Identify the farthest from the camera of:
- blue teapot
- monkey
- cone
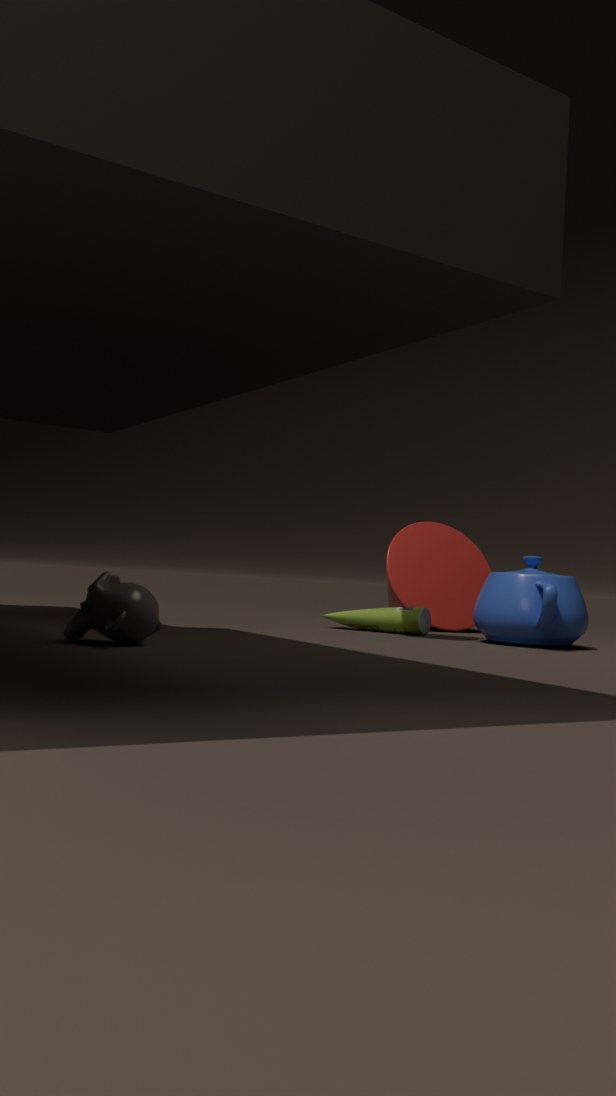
cone
